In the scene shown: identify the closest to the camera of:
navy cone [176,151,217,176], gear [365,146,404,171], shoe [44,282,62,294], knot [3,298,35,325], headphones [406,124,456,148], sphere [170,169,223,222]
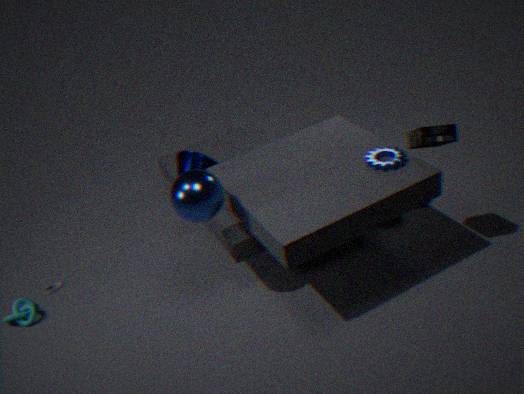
sphere [170,169,223,222]
